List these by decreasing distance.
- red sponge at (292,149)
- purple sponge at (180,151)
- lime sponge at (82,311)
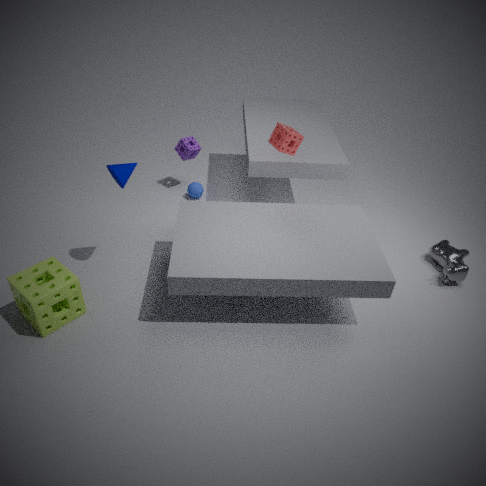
purple sponge at (180,151) < red sponge at (292,149) < lime sponge at (82,311)
